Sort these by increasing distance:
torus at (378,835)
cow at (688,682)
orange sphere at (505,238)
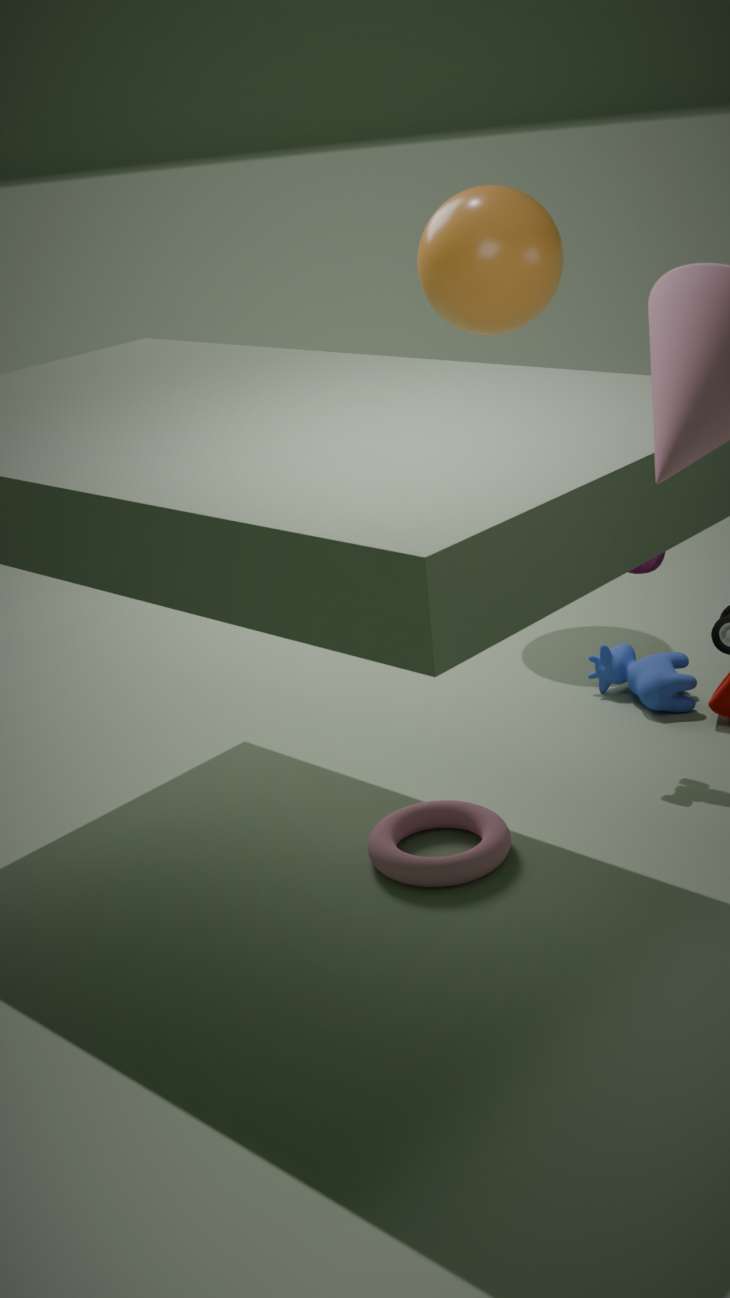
torus at (378,835) < cow at (688,682) < orange sphere at (505,238)
